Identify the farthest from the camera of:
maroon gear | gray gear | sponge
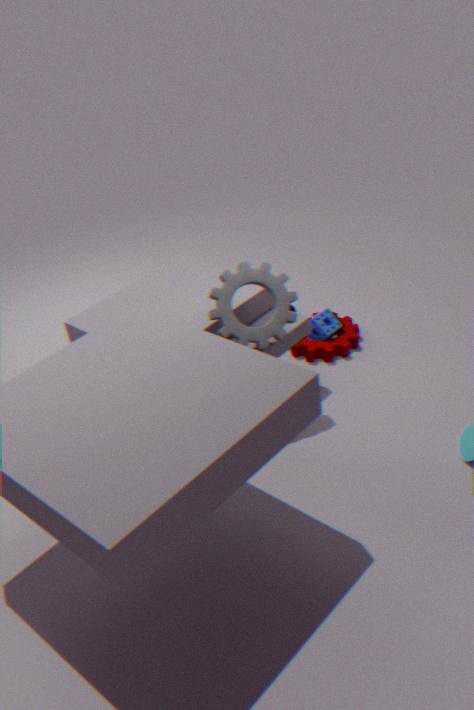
sponge
